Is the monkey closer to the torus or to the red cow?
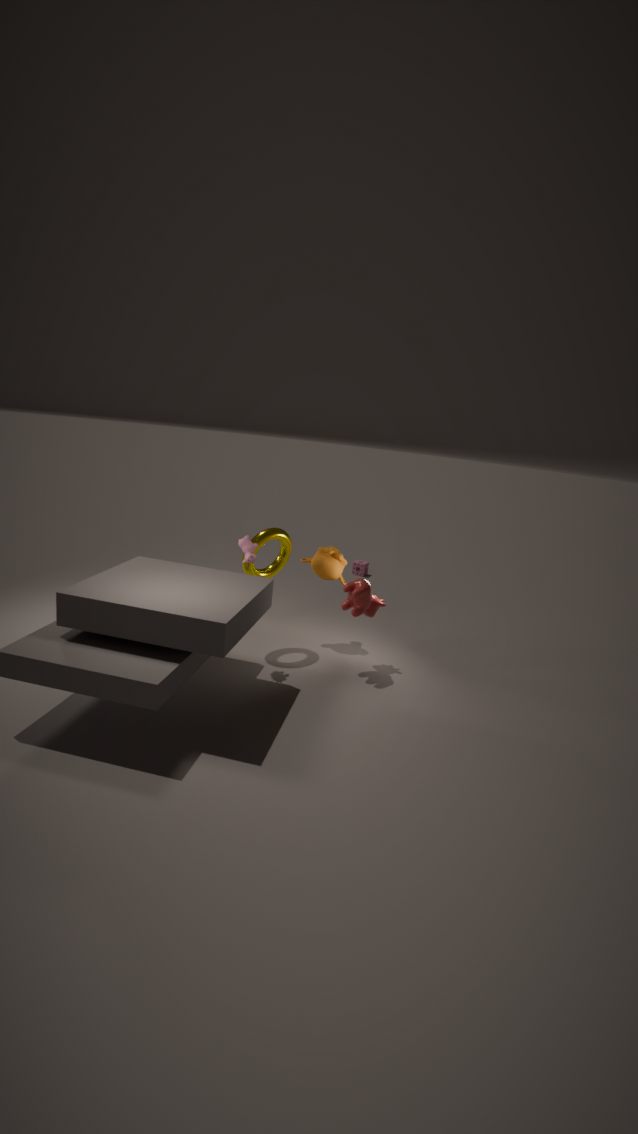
the torus
